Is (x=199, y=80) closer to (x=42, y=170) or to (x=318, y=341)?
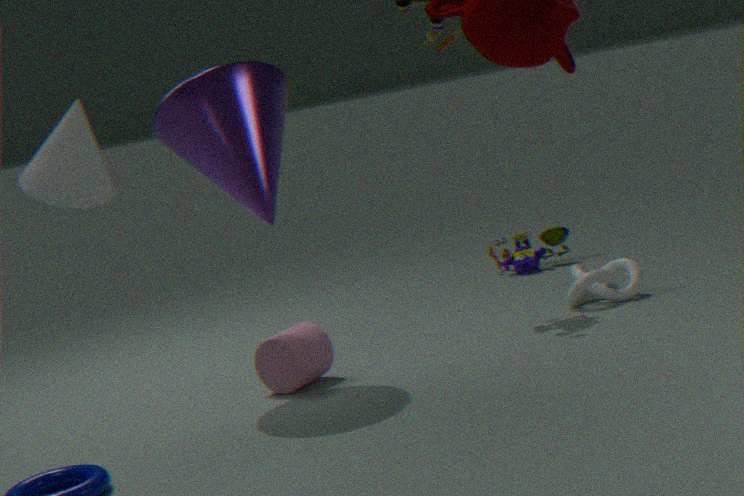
(x=318, y=341)
